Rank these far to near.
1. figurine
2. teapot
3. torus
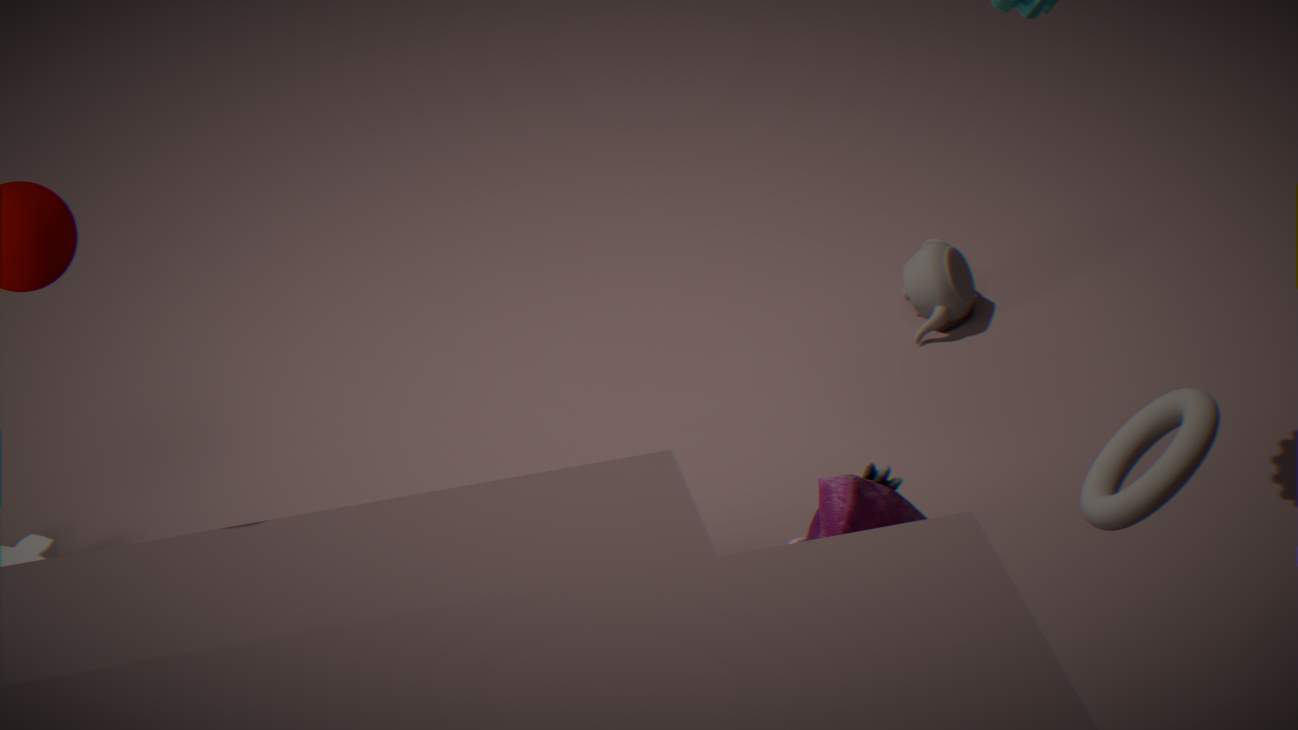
1. teapot
2. figurine
3. torus
